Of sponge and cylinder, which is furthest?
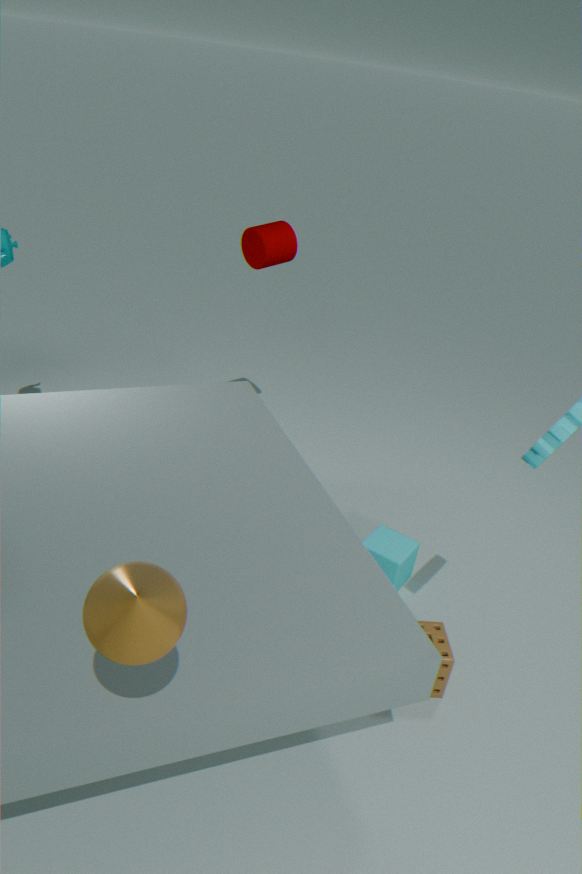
cylinder
